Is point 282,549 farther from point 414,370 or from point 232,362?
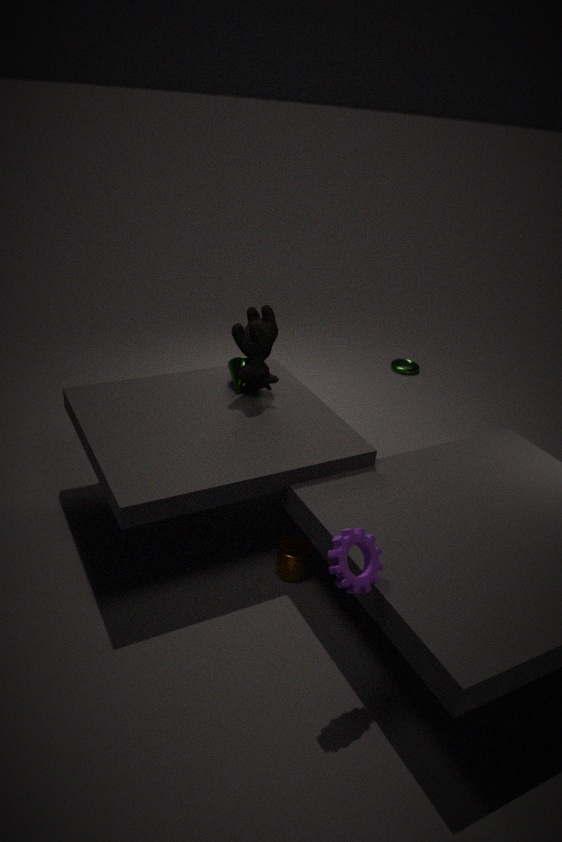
point 414,370
